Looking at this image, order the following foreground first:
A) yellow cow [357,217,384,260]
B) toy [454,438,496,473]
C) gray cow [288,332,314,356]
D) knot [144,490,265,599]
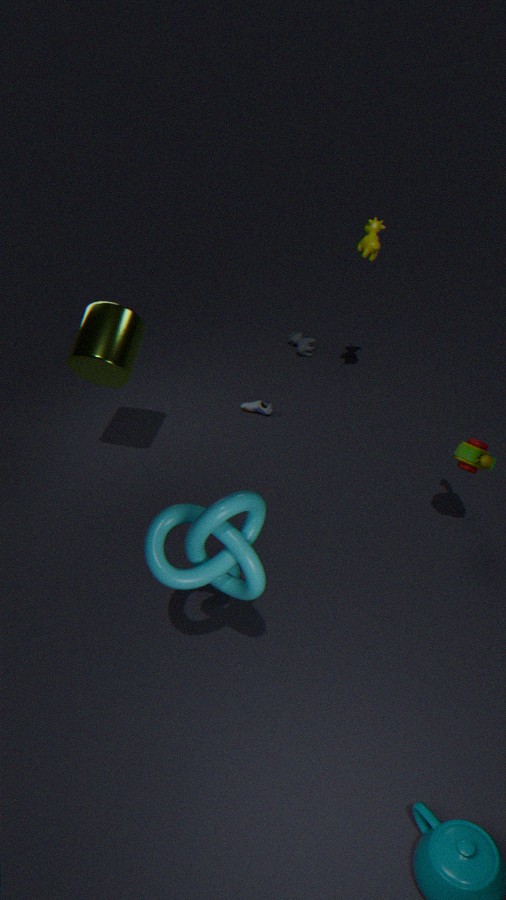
knot [144,490,265,599] < toy [454,438,496,473] < yellow cow [357,217,384,260] < gray cow [288,332,314,356]
